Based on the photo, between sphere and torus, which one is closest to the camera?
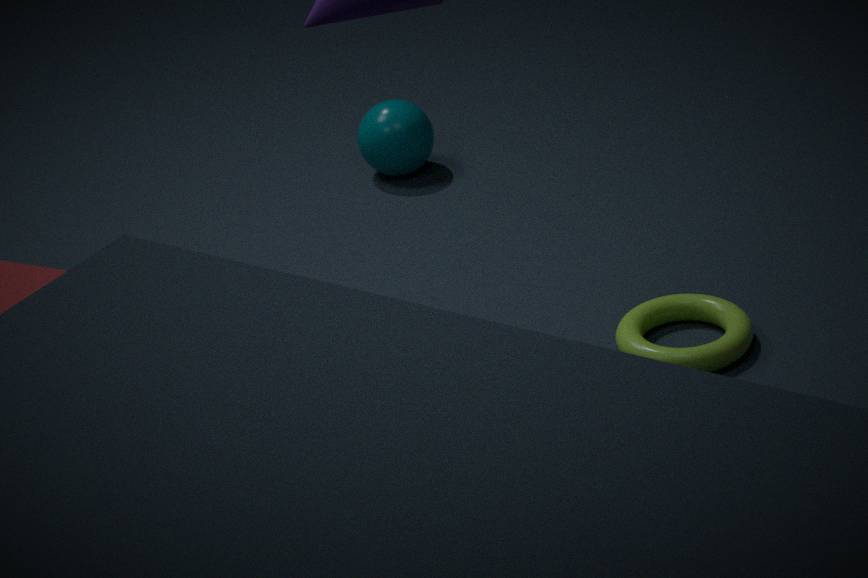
torus
